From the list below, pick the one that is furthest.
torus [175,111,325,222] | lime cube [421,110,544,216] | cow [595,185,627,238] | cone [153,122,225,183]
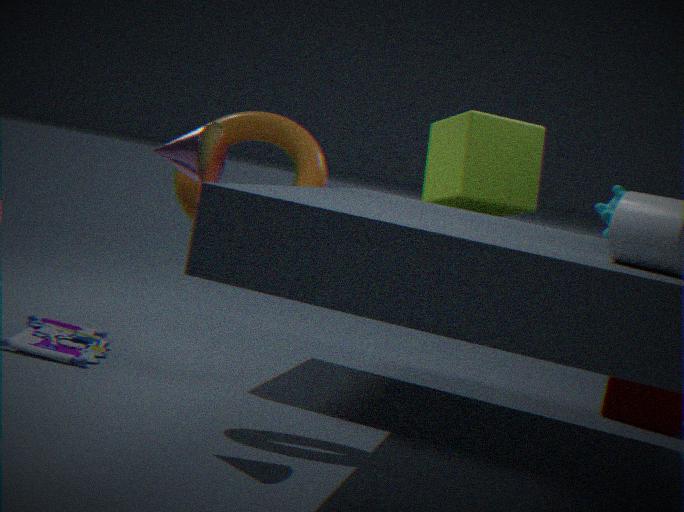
lime cube [421,110,544,216]
